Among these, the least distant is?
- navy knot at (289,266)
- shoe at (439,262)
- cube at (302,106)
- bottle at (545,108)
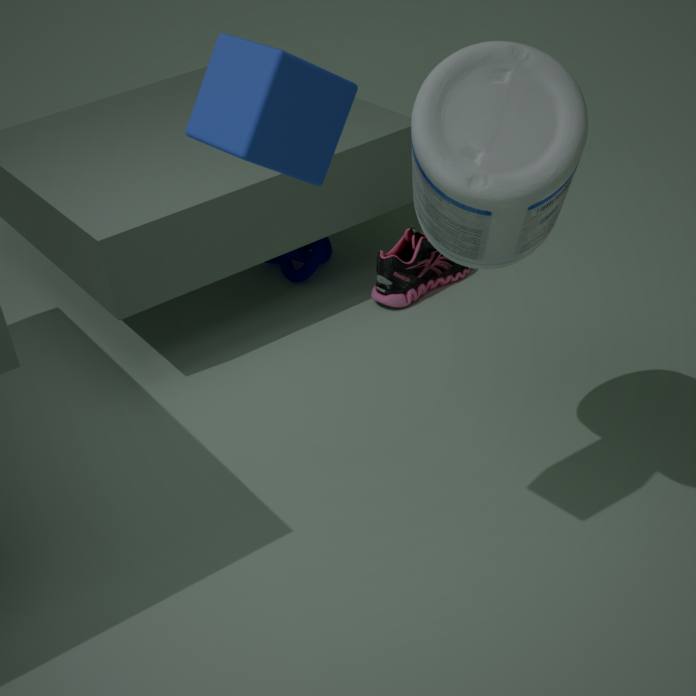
cube at (302,106)
